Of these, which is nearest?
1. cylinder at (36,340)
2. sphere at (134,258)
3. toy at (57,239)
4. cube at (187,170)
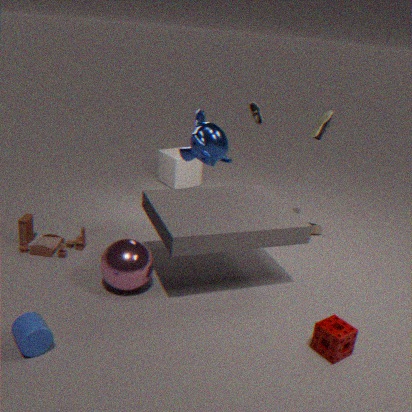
cylinder at (36,340)
